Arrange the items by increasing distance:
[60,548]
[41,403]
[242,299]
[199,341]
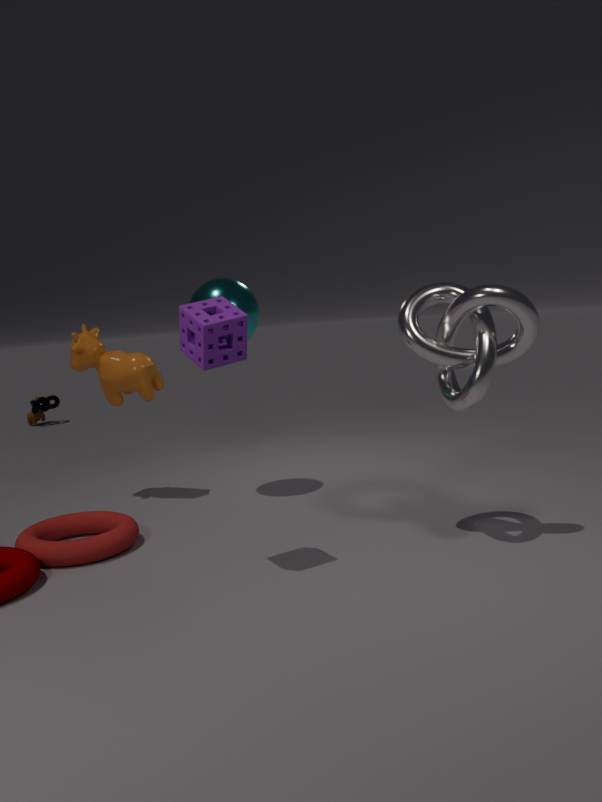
1. [199,341]
2. [60,548]
3. [242,299]
4. [41,403]
